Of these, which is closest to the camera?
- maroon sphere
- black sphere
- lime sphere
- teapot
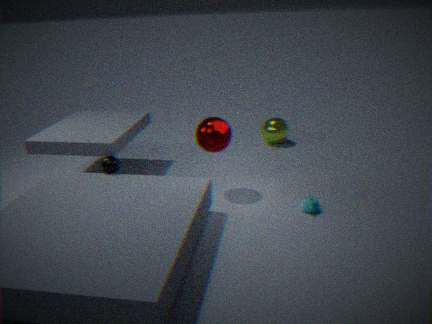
teapot
